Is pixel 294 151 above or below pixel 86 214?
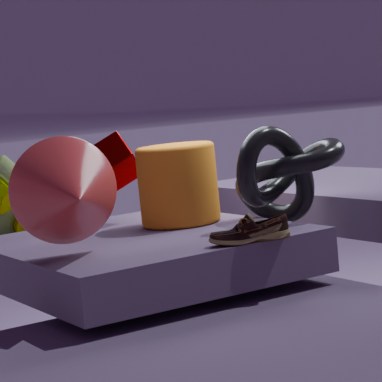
below
